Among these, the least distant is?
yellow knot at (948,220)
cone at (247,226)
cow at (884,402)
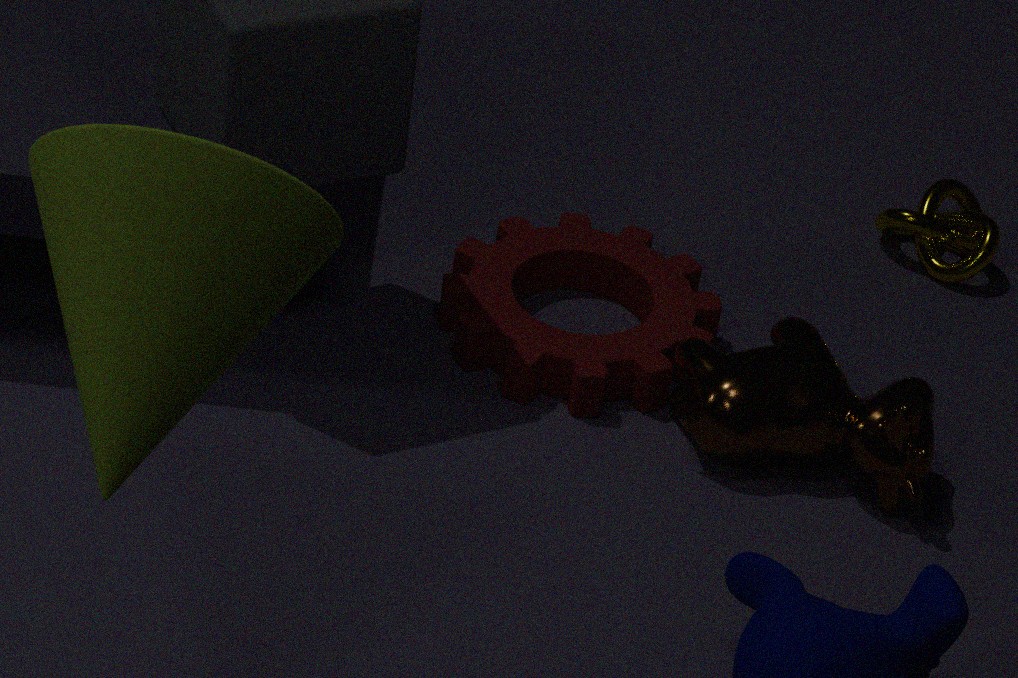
cone at (247,226)
